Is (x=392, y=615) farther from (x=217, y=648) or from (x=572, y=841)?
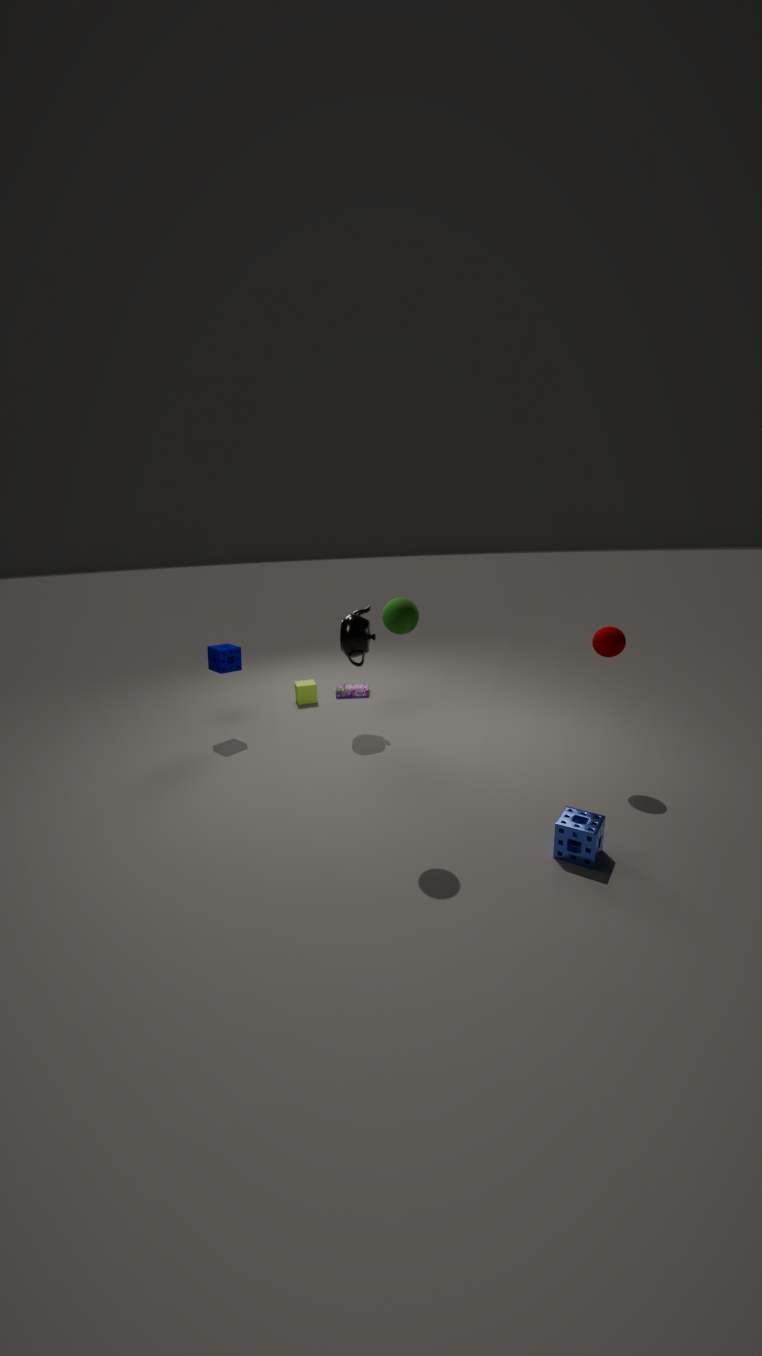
(x=217, y=648)
